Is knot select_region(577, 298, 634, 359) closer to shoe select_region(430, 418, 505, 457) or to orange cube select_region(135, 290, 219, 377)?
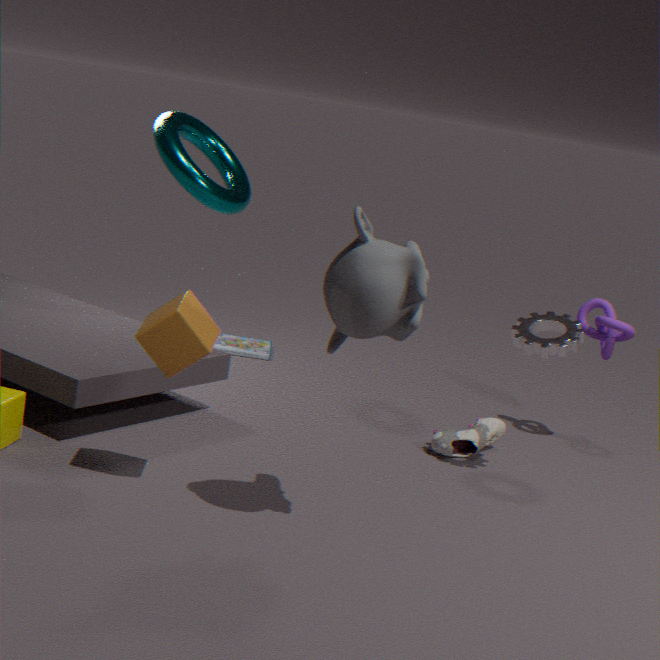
shoe select_region(430, 418, 505, 457)
